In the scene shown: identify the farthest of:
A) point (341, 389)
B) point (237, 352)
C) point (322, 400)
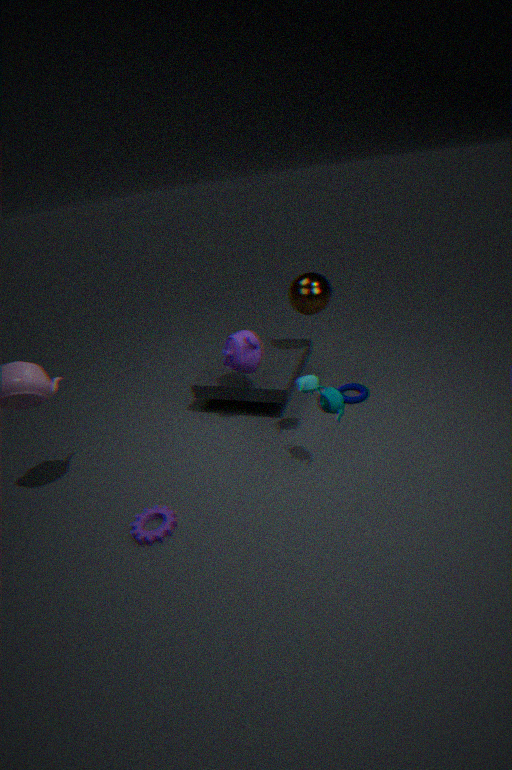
point (341, 389)
